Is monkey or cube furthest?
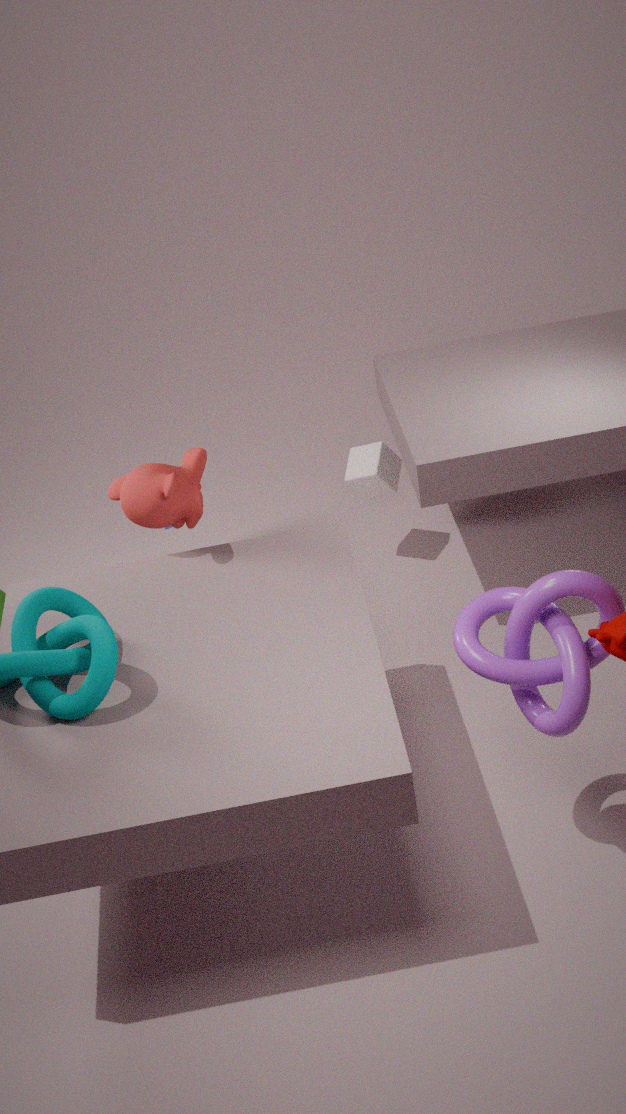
cube
